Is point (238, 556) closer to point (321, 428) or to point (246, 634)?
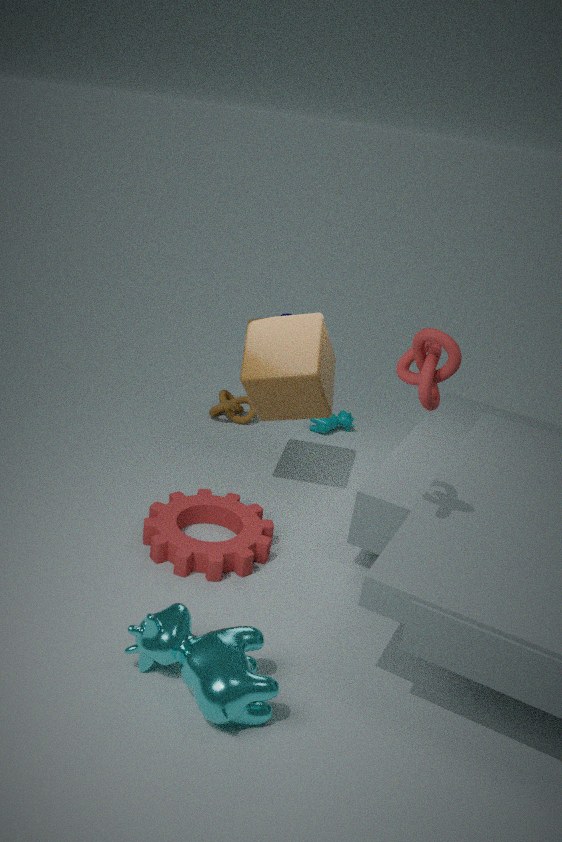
point (246, 634)
